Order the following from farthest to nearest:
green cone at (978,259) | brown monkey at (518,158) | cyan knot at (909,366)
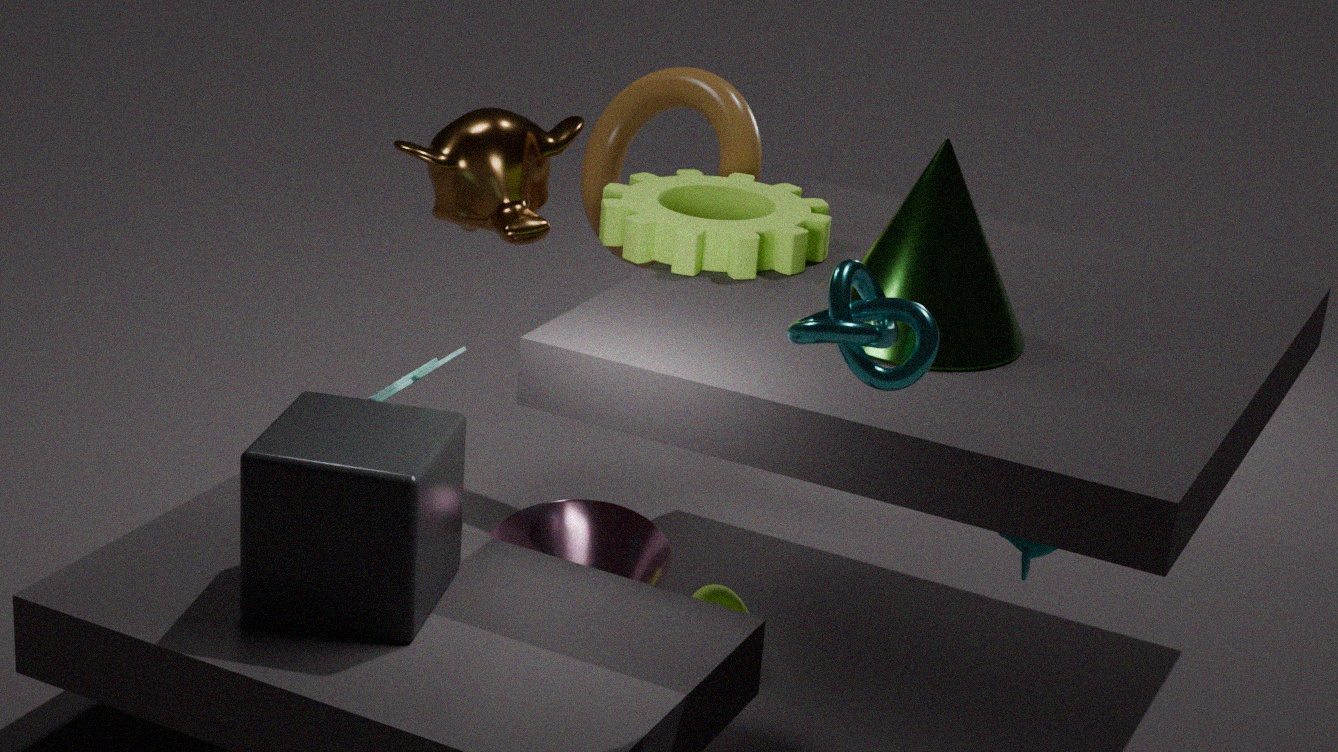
1. brown monkey at (518,158)
2. green cone at (978,259)
3. cyan knot at (909,366)
